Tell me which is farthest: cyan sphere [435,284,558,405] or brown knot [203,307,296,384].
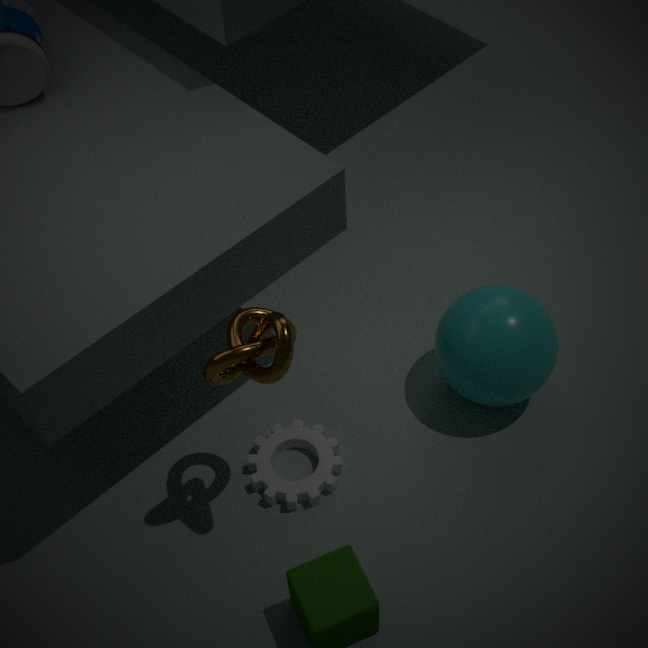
cyan sphere [435,284,558,405]
